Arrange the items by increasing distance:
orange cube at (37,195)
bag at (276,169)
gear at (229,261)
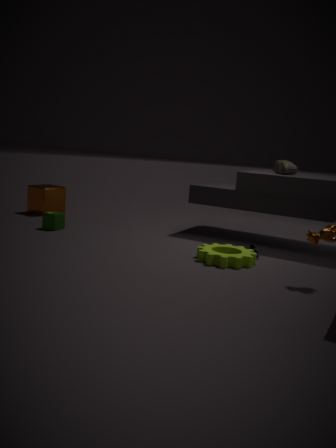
gear at (229,261)
bag at (276,169)
orange cube at (37,195)
